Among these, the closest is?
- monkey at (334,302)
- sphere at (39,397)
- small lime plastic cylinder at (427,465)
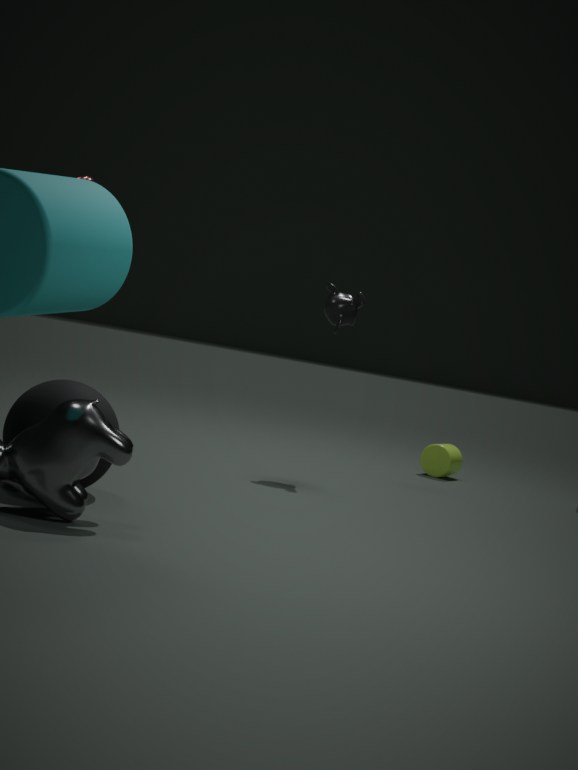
sphere at (39,397)
